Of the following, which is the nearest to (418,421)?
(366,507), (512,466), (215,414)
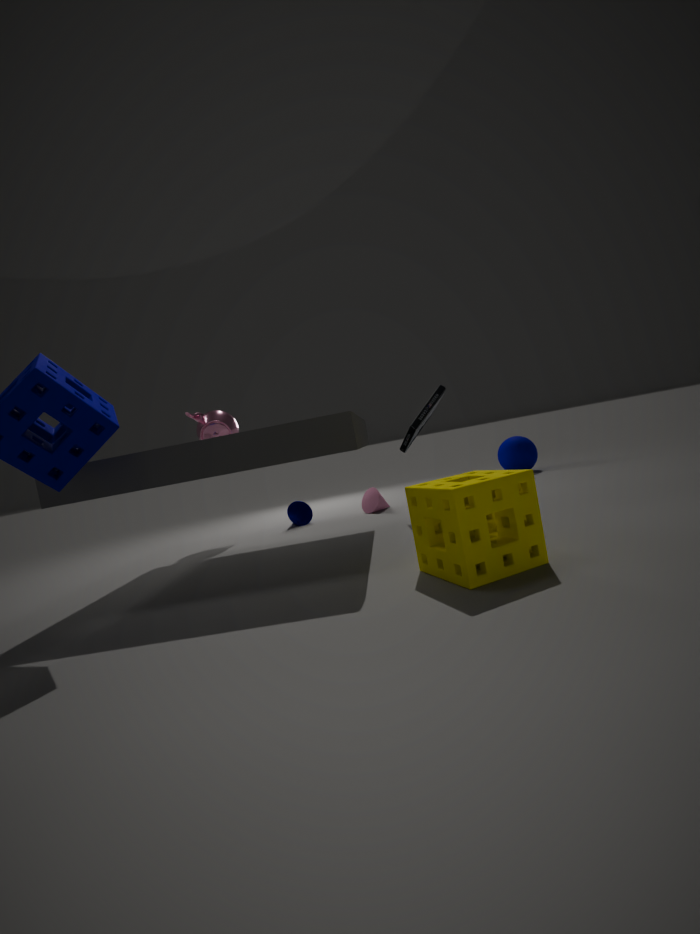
(366,507)
